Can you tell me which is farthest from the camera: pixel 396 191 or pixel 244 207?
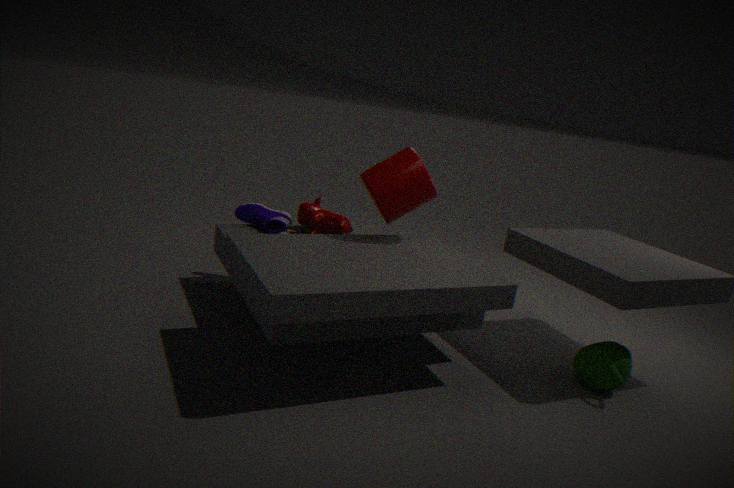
pixel 244 207
